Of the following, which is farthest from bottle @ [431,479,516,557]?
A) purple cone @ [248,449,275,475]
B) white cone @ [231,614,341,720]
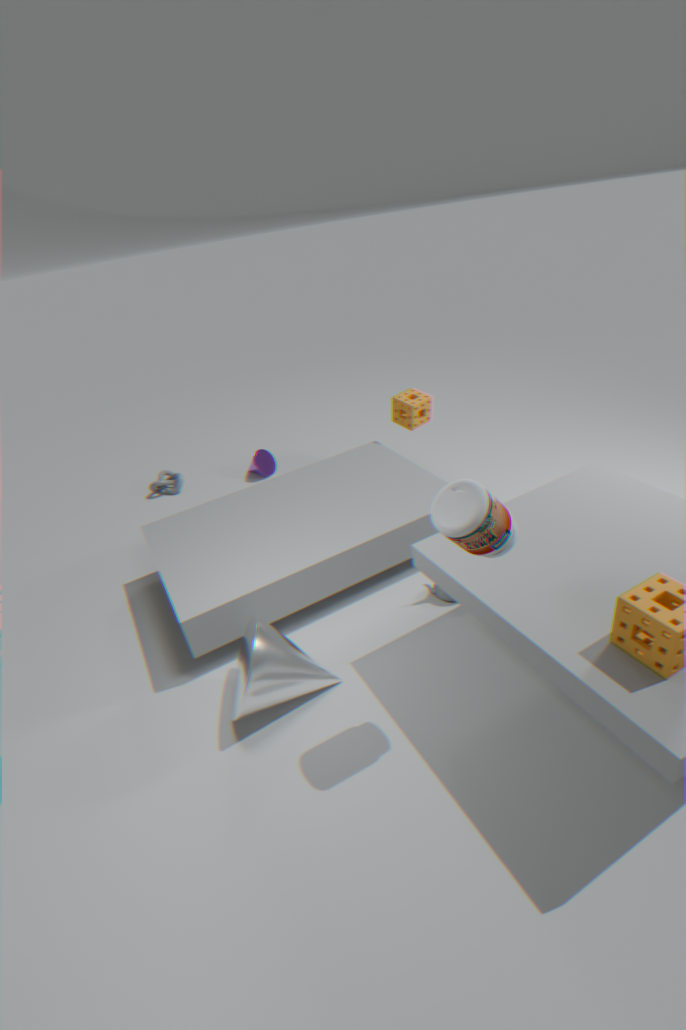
purple cone @ [248,449,275,475]
